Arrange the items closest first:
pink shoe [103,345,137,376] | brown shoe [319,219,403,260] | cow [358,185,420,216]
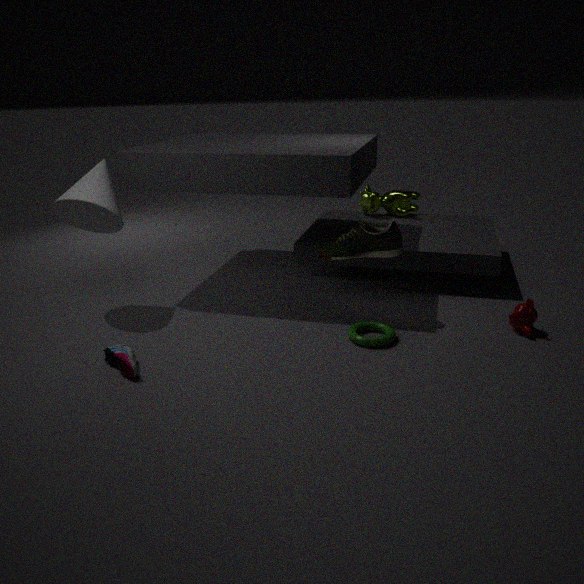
pink shoe [103,345,137,376] → brown shoe [319,219,403,260] → cow [358,185,420,216]
